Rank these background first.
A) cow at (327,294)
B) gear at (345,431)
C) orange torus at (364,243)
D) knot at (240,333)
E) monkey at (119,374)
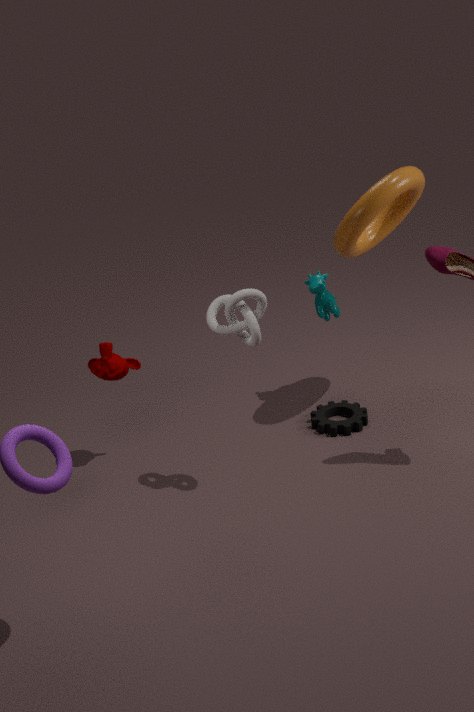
cow at (327,294)
gear at (345,431)
monkey at (119,374)
orange torus at (364,243)
knot at (240,333)
